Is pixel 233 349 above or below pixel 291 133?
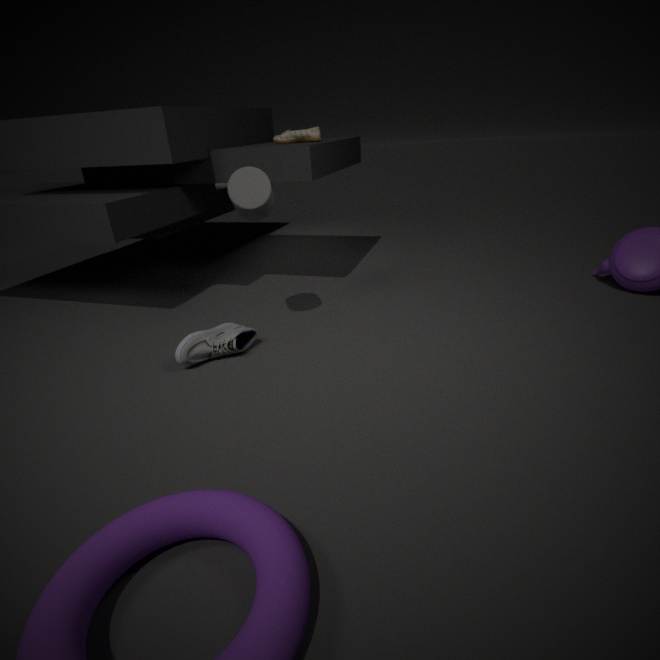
below
